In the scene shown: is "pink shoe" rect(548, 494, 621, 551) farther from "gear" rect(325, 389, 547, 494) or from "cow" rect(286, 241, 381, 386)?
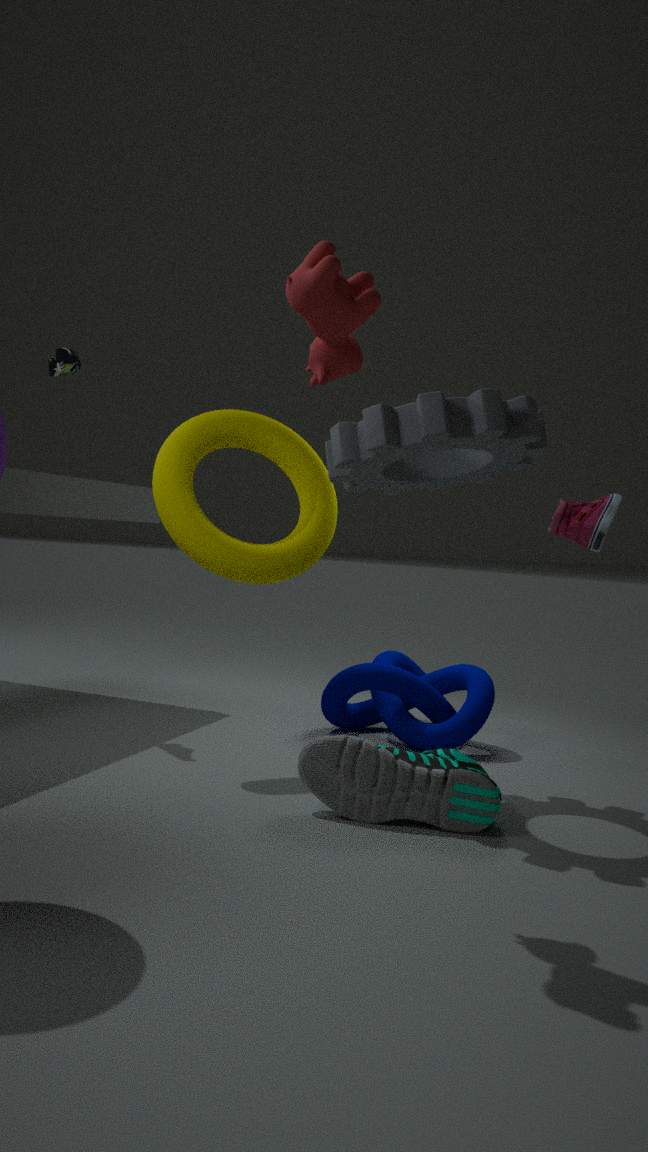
"cow" rect(286, 241, 381, 386)
